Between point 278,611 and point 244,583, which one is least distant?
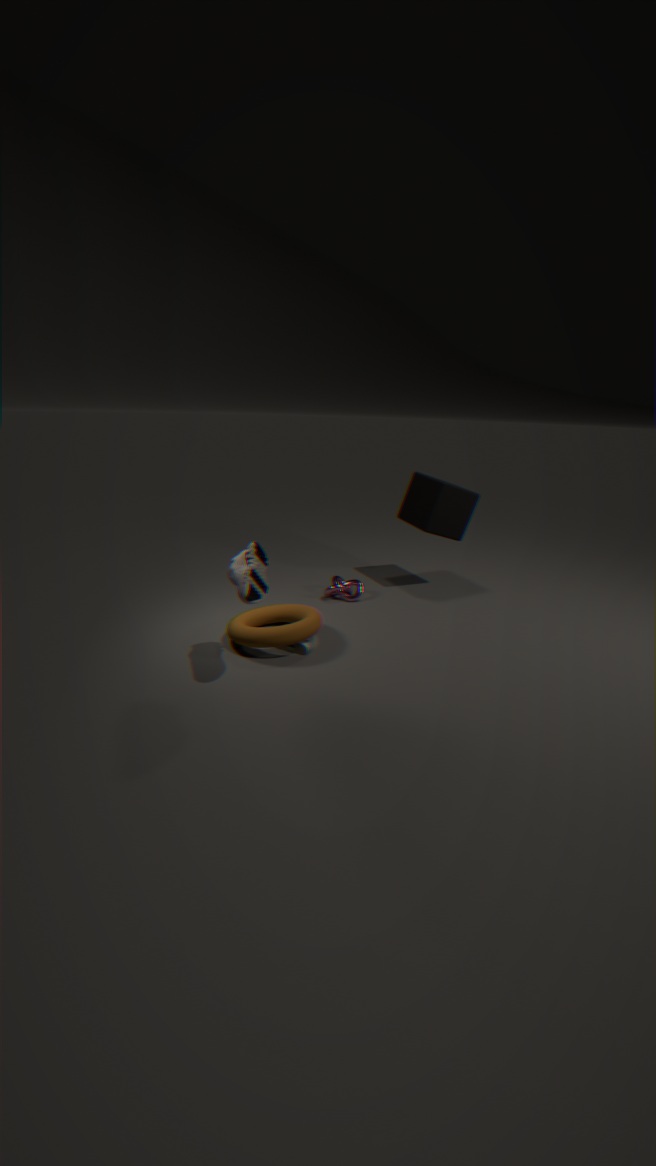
point 244,583
